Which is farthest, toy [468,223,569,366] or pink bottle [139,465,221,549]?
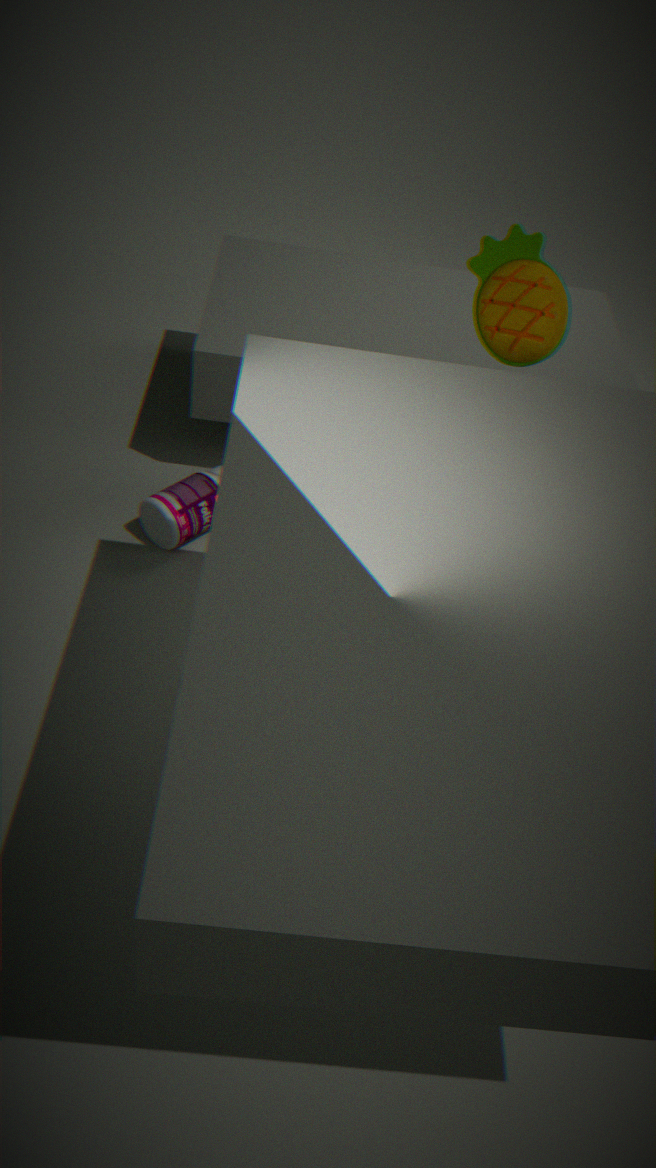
pink bottle [139,465,221,549]
